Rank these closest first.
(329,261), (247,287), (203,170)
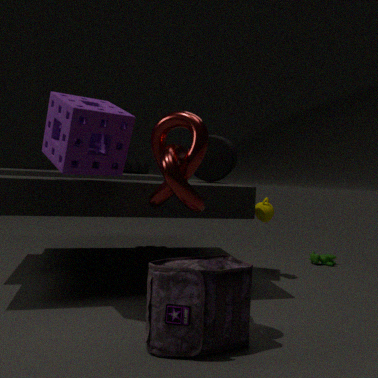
(247,287), (203,170), (329,261)
